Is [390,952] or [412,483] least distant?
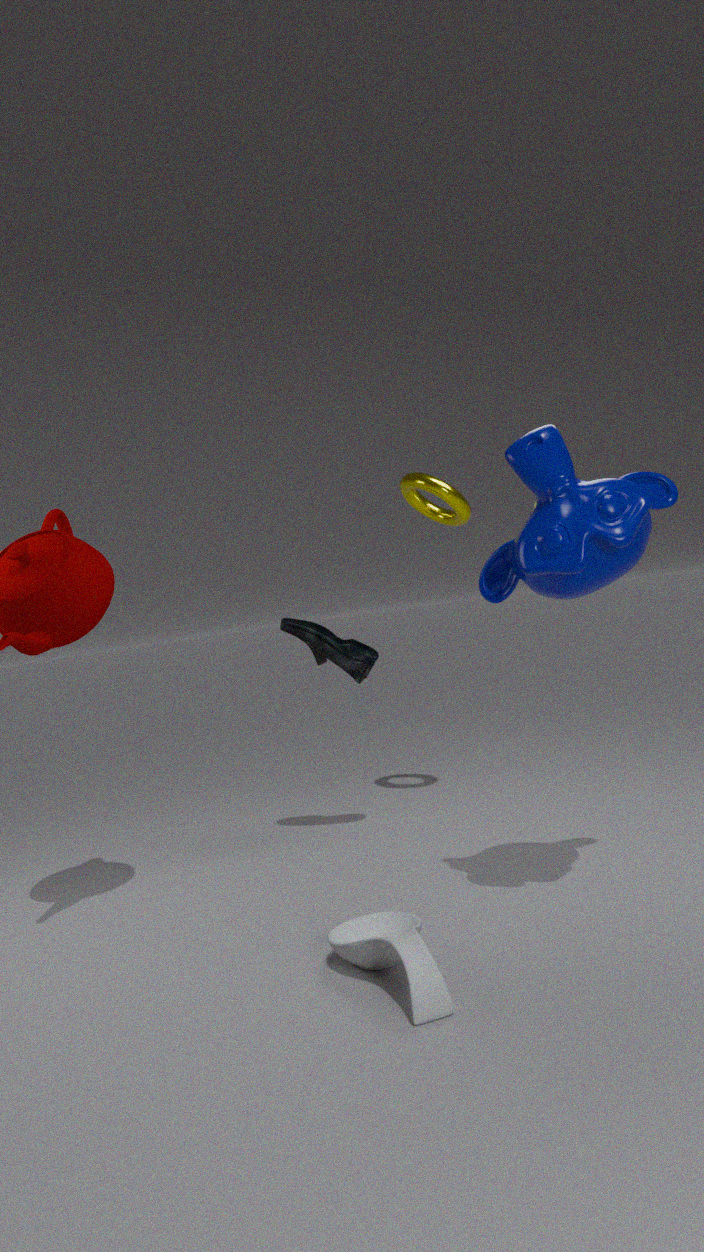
[390,952]
